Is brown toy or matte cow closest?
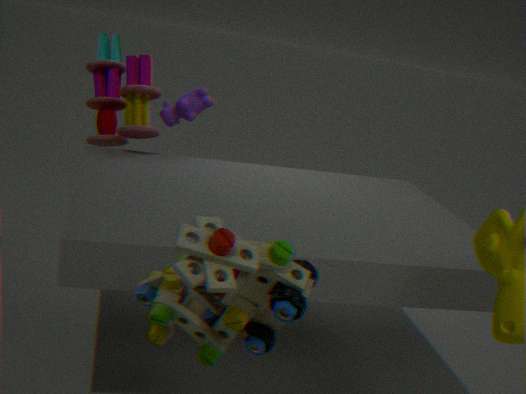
brown toy
